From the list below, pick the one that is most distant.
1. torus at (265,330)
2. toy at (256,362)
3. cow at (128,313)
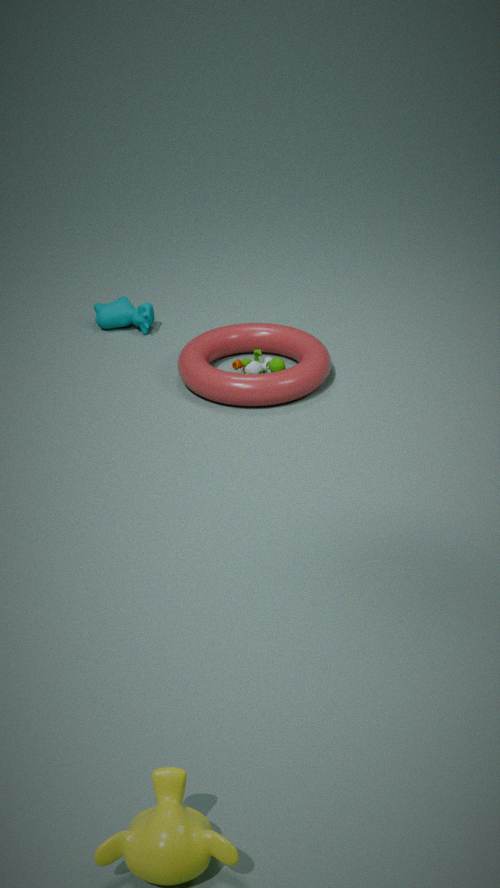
→ cow at (128,313)
